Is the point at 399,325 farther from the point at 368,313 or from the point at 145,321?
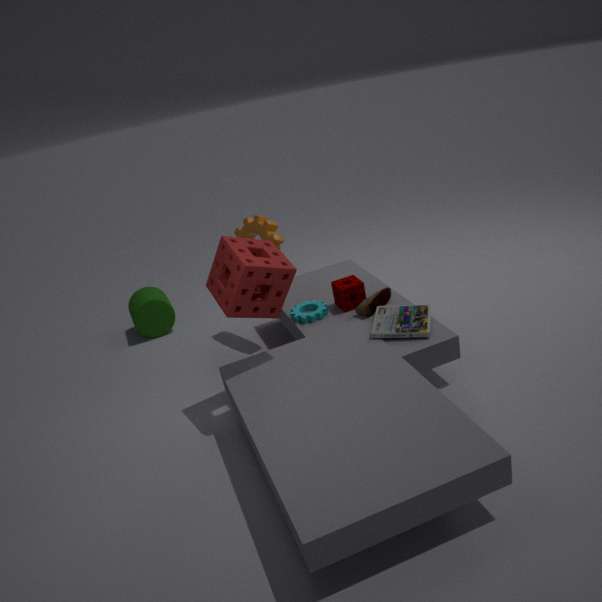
the point at 145,321
